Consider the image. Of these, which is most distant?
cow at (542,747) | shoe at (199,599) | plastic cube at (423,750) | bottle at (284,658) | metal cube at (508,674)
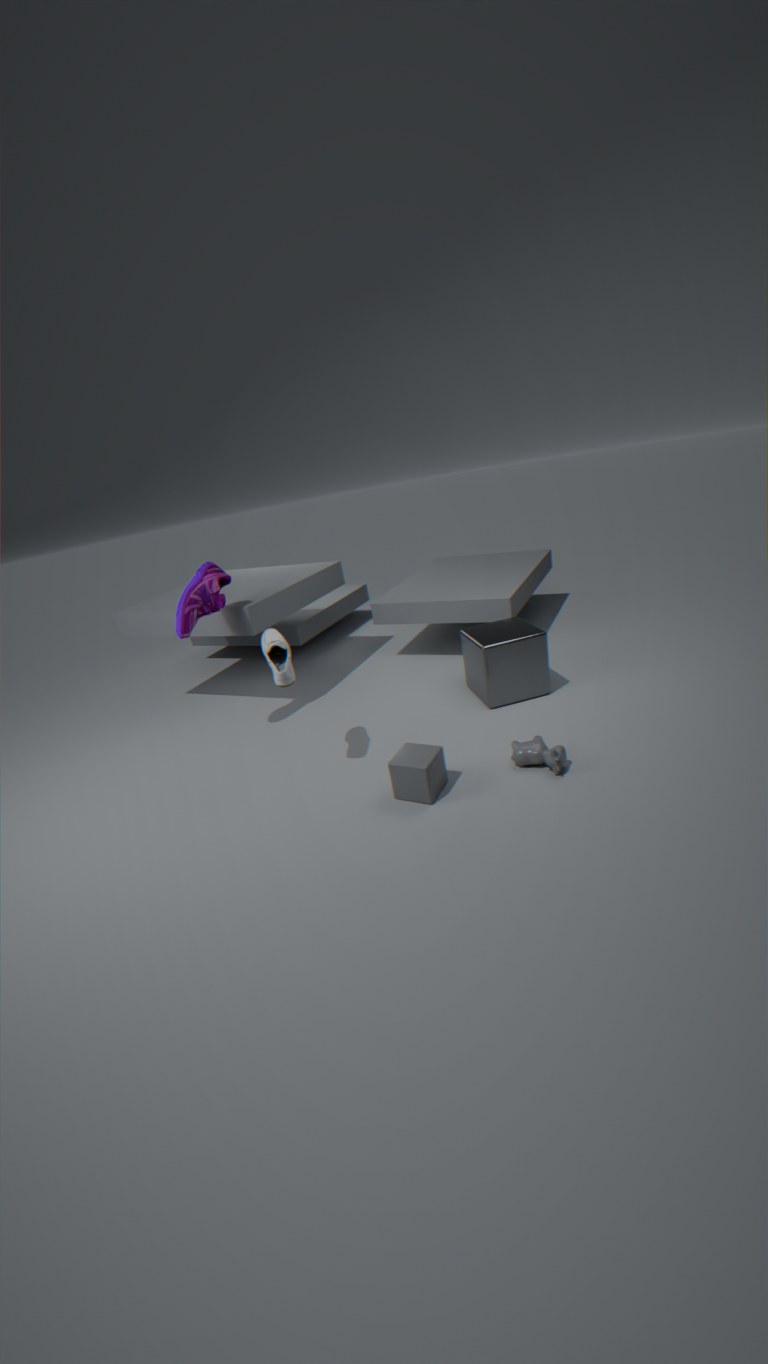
metal cube at (508,674)
